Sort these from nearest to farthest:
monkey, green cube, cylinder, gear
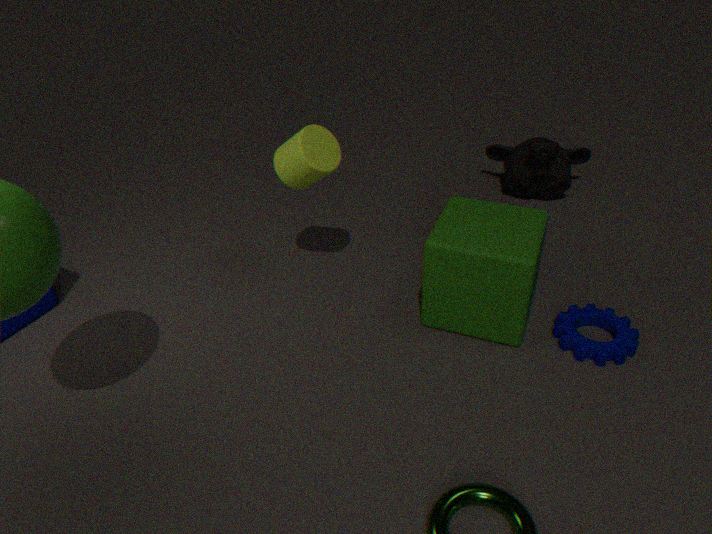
green cube, gear, cylinder, monkey
